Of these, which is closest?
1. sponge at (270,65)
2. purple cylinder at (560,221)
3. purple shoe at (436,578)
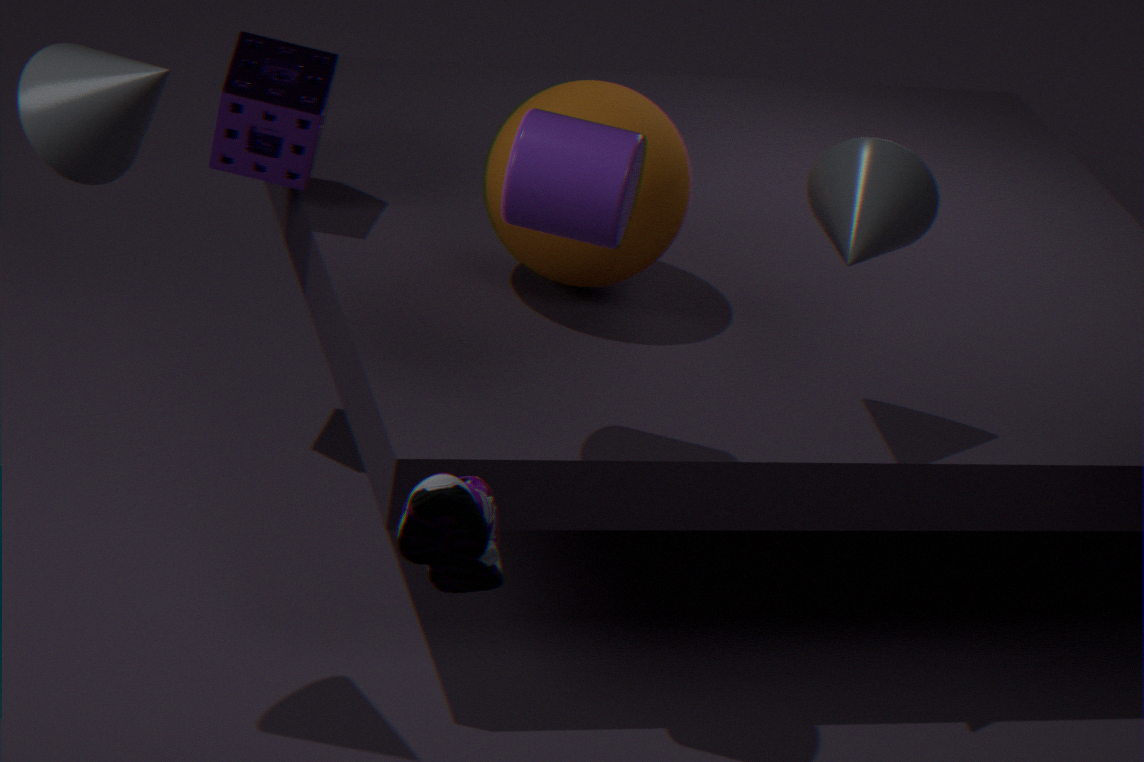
purple shoe at (436,578)
